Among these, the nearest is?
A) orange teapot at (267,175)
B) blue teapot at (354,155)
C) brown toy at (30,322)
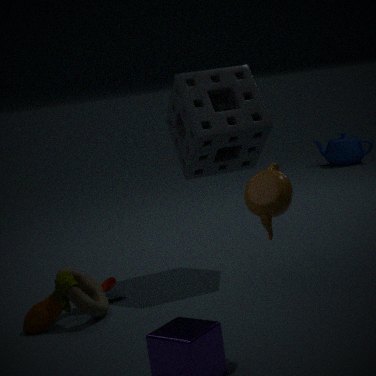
orange teapot at (267,175)
